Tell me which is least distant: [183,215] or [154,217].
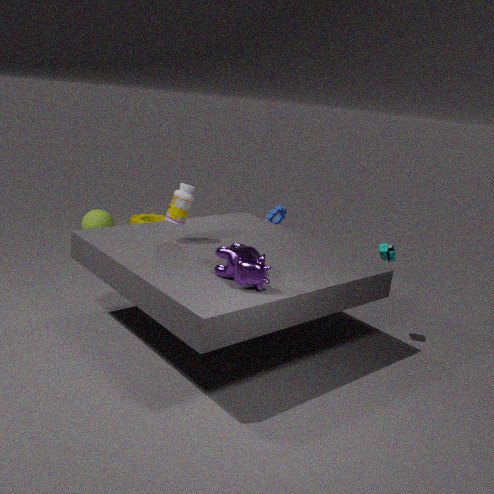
[183,215]
